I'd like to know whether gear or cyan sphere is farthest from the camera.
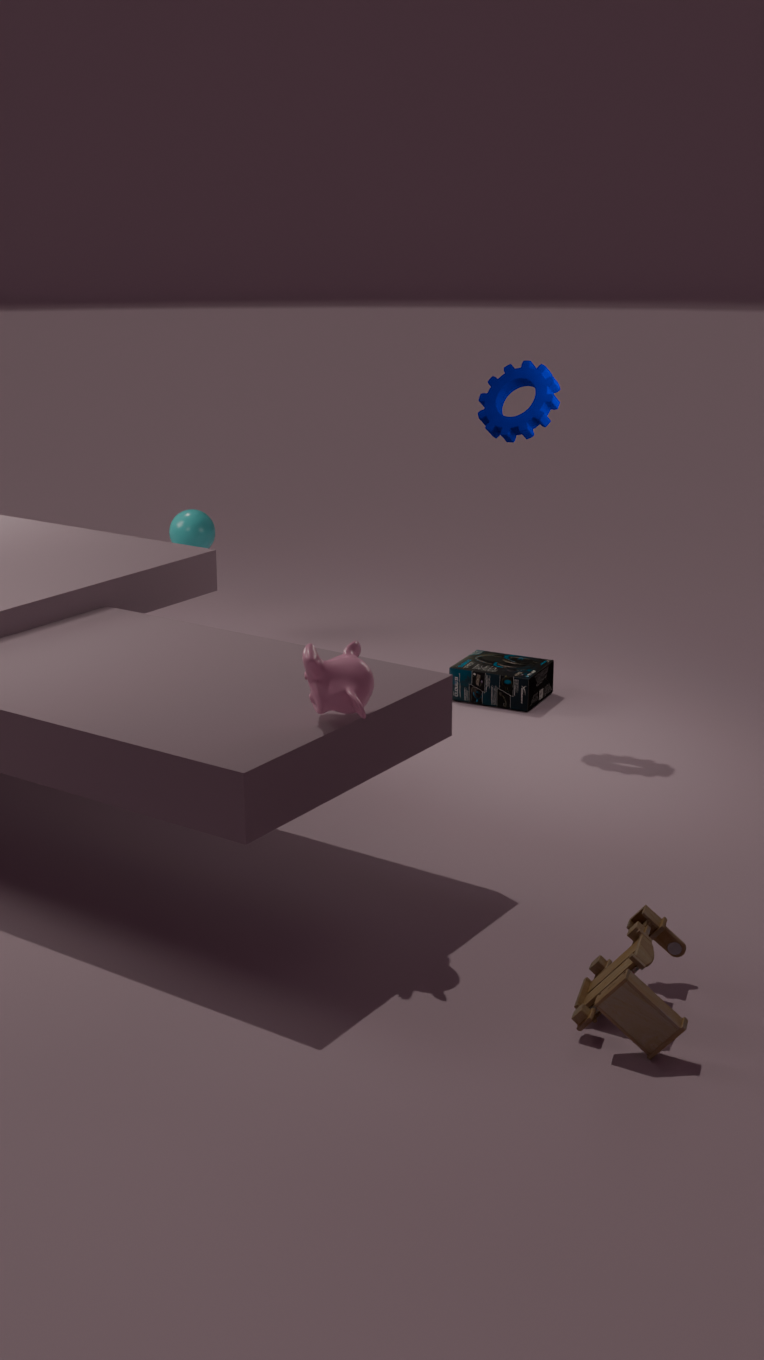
cyan sphere
